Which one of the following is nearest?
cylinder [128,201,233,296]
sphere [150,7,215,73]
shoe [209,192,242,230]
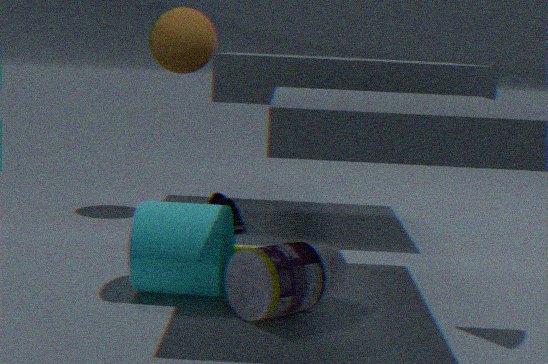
Answer: cylinder [128,201,233,296]
